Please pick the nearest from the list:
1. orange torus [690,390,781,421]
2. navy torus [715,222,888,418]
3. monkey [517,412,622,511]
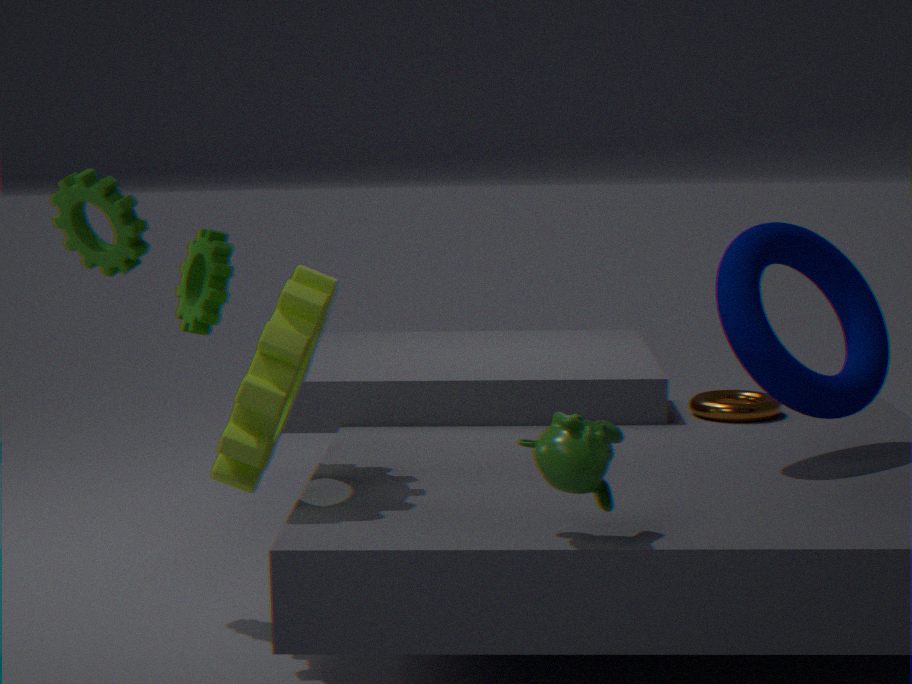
monkey [517,412,622,511]
